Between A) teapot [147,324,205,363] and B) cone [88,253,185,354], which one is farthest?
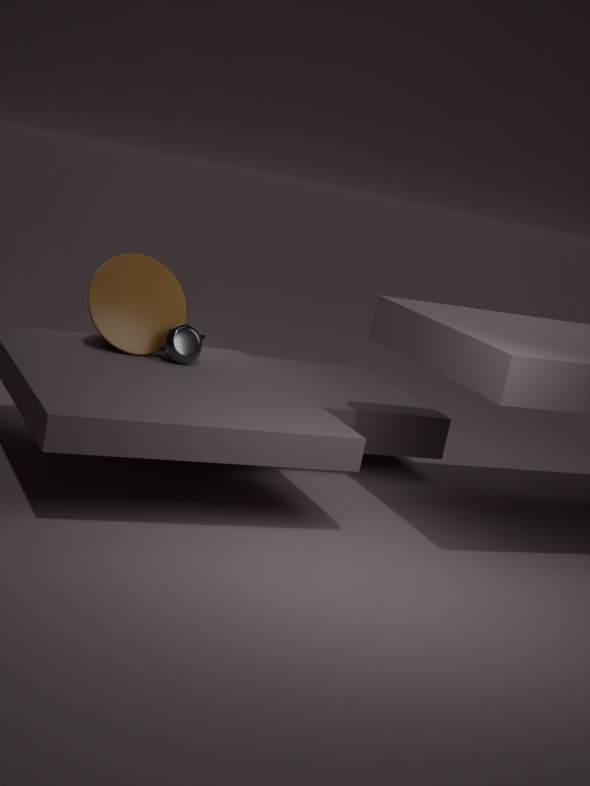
A. teapot [147,324,205,363]
